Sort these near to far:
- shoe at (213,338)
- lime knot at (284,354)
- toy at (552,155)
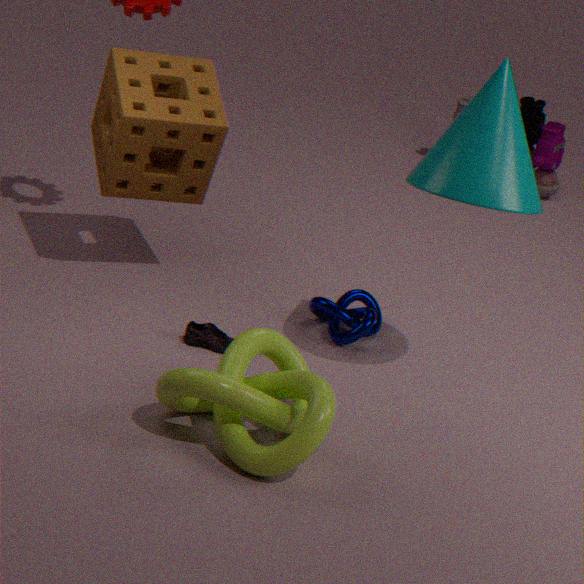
1. lime knot at (284,354)
2. shoe at (213,338)
3. toy at (552,155)
